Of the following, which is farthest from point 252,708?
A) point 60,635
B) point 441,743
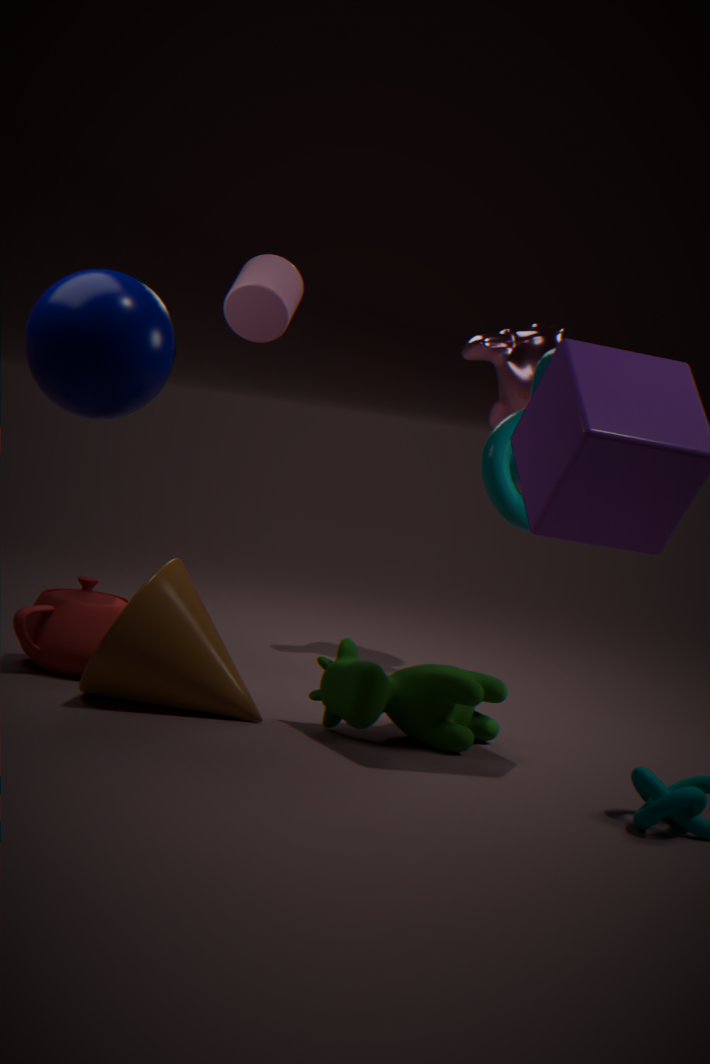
point 441,743
